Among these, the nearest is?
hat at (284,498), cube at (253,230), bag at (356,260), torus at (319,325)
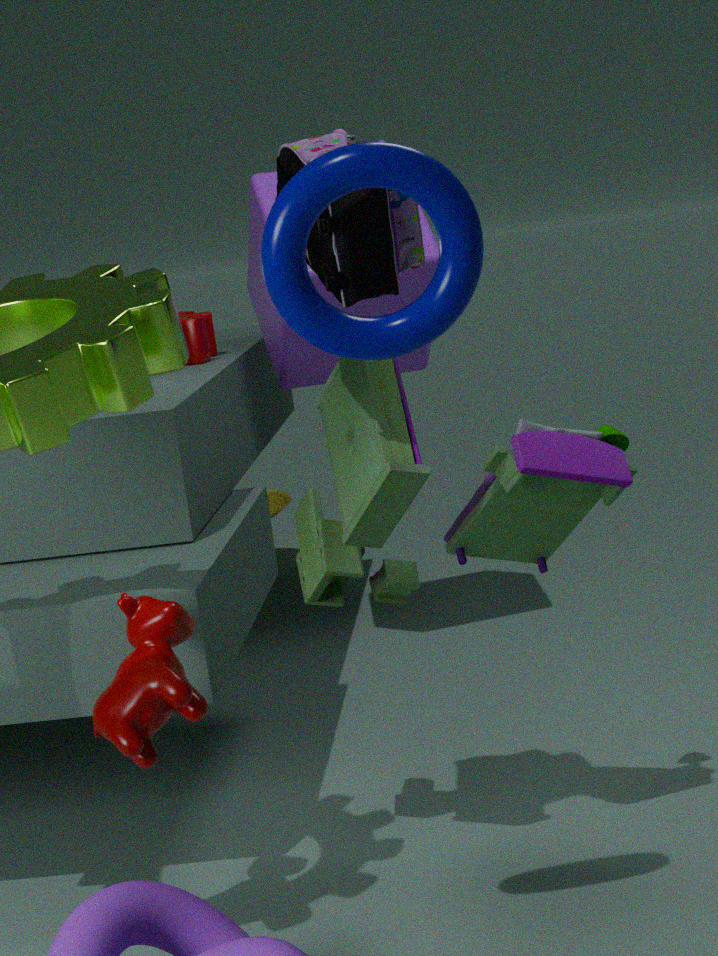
torus at (319,325)
